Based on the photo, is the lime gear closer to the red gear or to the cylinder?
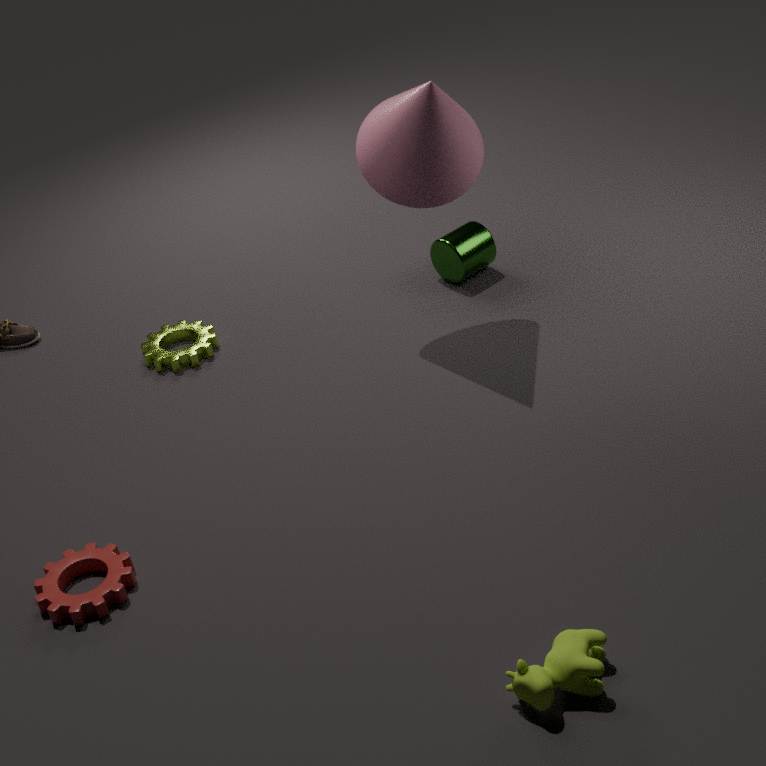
the cylinder
